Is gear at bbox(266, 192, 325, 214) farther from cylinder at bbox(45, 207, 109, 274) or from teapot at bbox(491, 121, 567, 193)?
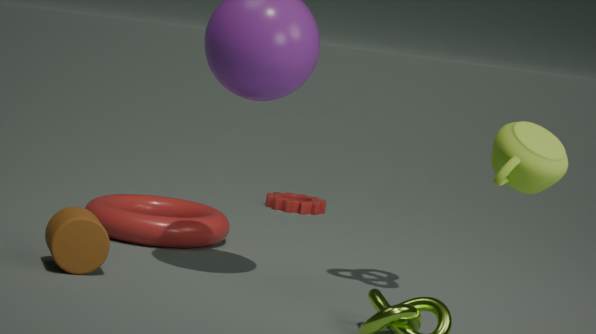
teapot at bbox(491, 121, 567, 193)
